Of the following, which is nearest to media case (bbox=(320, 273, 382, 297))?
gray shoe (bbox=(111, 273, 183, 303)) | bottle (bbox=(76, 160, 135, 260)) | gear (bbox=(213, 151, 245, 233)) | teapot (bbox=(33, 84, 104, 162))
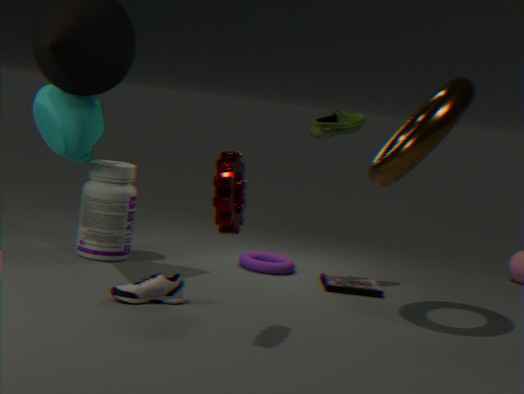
gray shoe (bbox=(111, 273, 183, 303))
